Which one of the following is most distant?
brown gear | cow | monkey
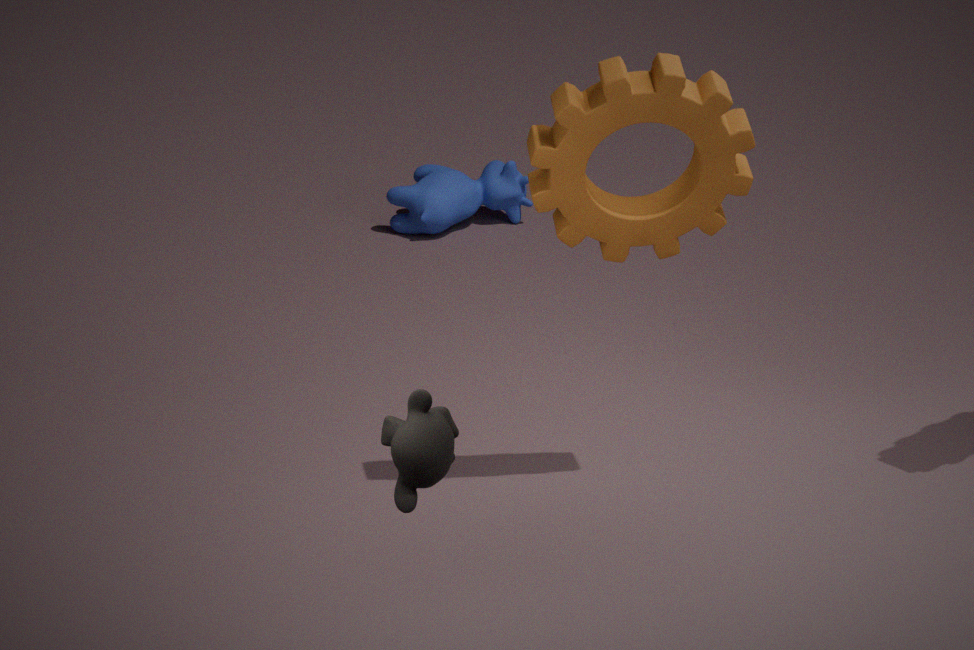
cow
